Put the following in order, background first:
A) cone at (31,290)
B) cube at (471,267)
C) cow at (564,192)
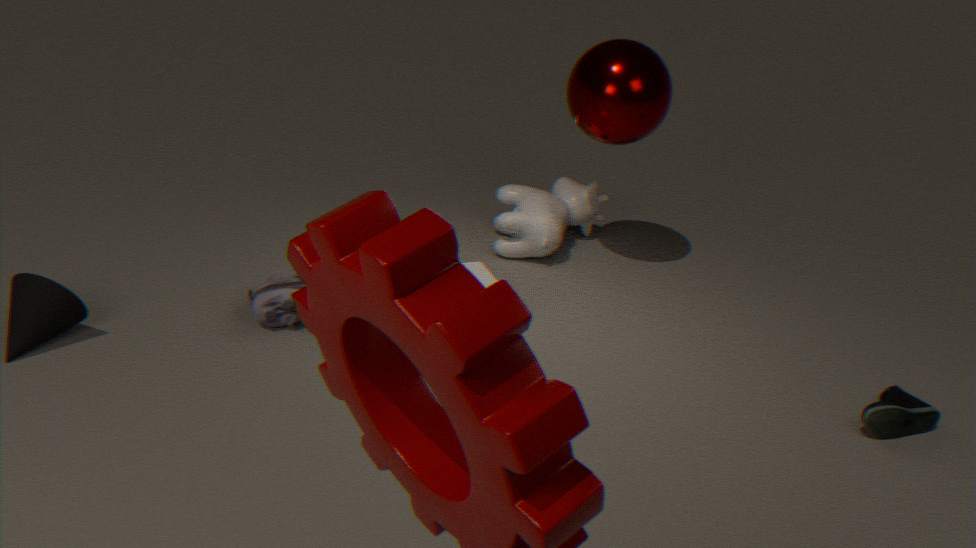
cow at (564,192) < cube at (471,267) < cone at (31,290)
